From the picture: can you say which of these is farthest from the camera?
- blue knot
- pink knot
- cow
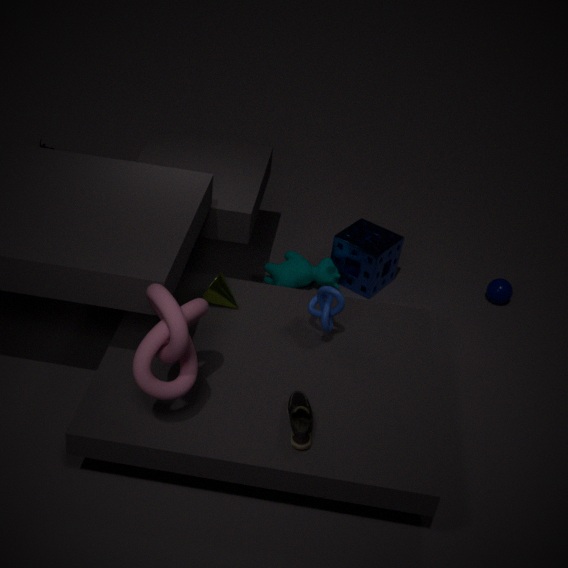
cow
